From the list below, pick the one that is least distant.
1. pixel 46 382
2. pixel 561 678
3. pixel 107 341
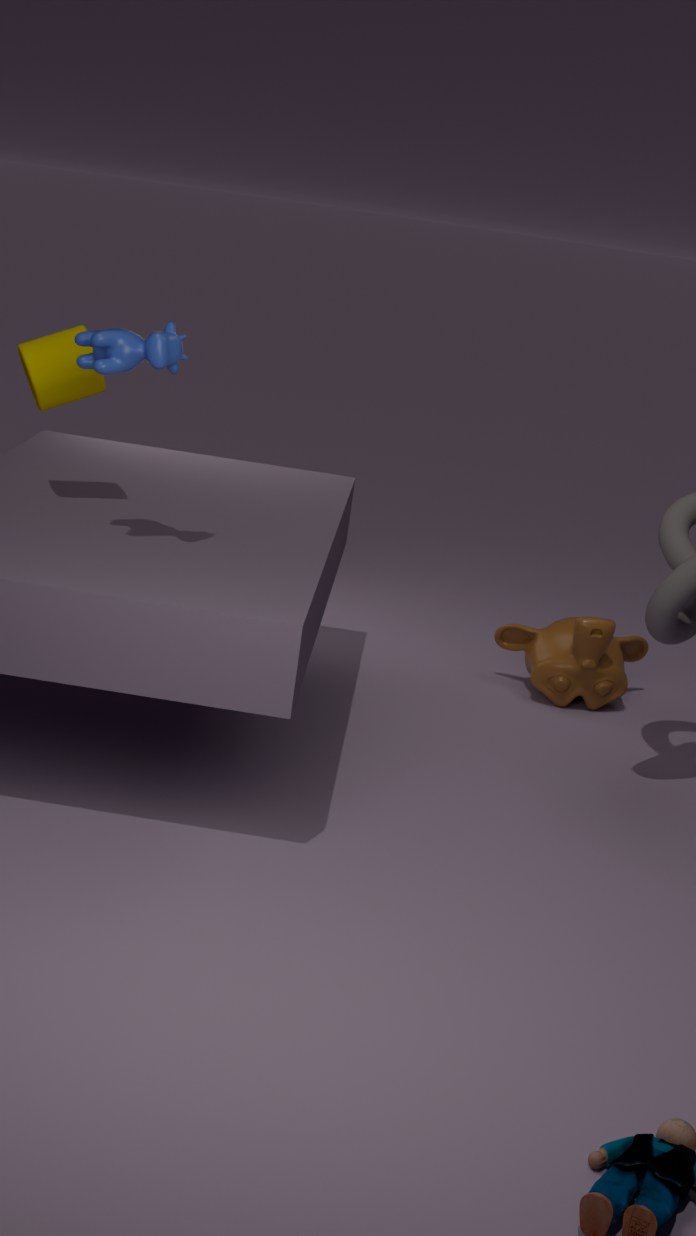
pixel 107 341
